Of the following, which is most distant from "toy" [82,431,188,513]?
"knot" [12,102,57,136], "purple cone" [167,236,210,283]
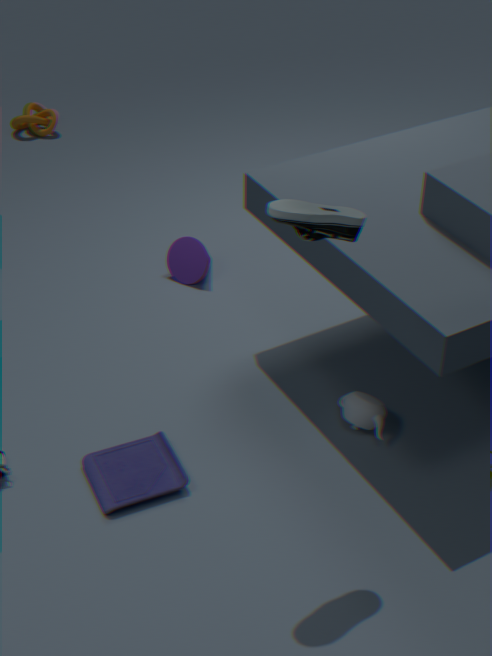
"knot" [12,102,57,136]
